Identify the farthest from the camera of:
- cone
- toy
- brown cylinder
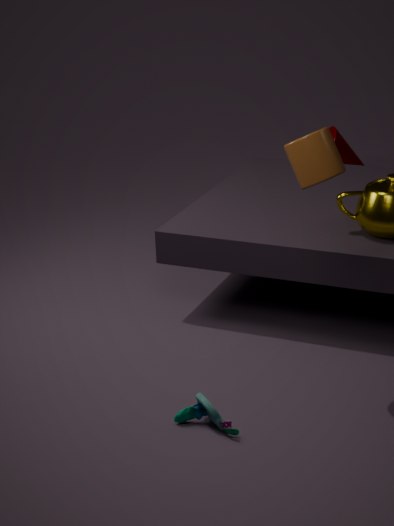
cone
